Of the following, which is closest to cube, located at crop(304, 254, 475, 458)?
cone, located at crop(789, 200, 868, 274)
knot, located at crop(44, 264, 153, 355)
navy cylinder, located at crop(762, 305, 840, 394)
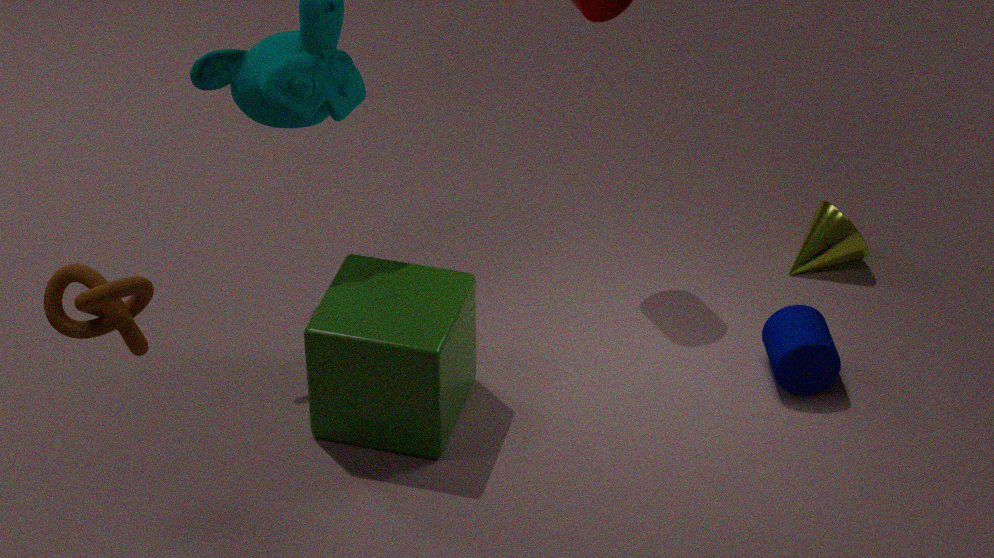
knot, located at crop(44, 264, 153, 355)
